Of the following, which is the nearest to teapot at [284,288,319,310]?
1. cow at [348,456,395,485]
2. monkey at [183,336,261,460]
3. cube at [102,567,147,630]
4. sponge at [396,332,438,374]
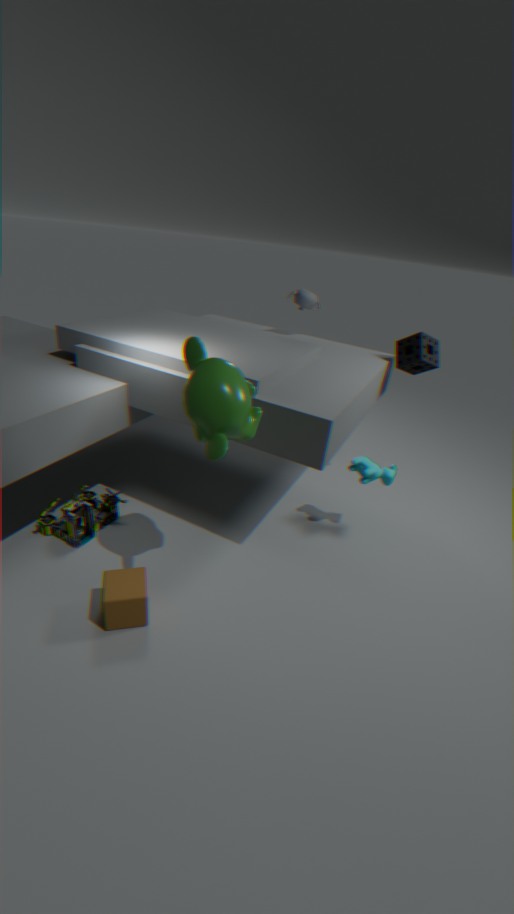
sponge at [396,332,438,374]
